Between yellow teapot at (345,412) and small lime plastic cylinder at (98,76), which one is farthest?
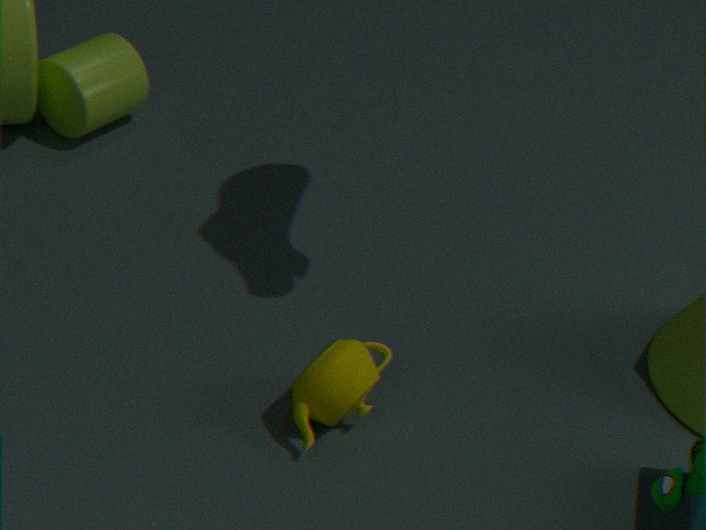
small lime plastic cylinder at (98,76)
